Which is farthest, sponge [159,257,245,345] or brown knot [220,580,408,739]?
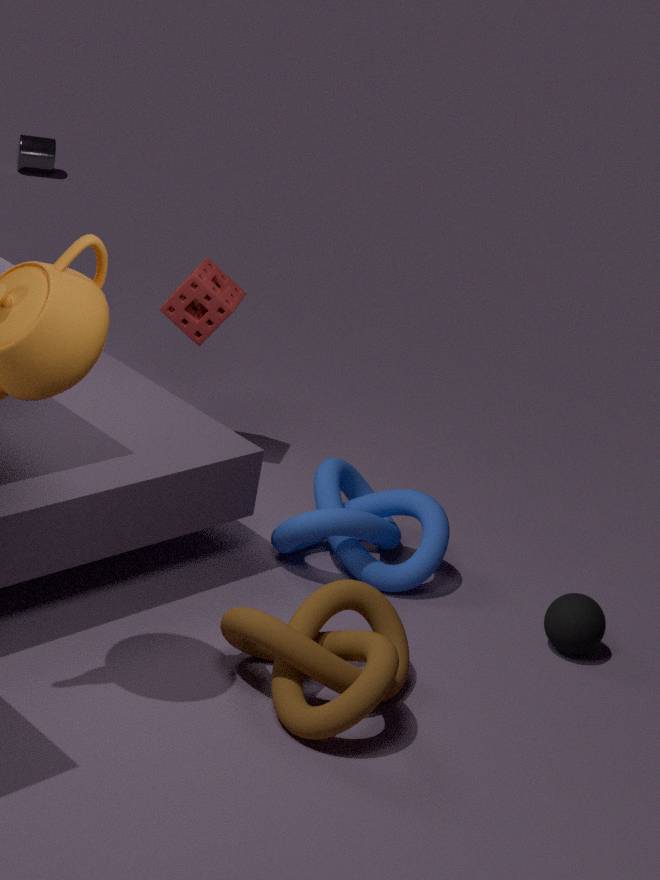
sponge [159,257,245,345]
